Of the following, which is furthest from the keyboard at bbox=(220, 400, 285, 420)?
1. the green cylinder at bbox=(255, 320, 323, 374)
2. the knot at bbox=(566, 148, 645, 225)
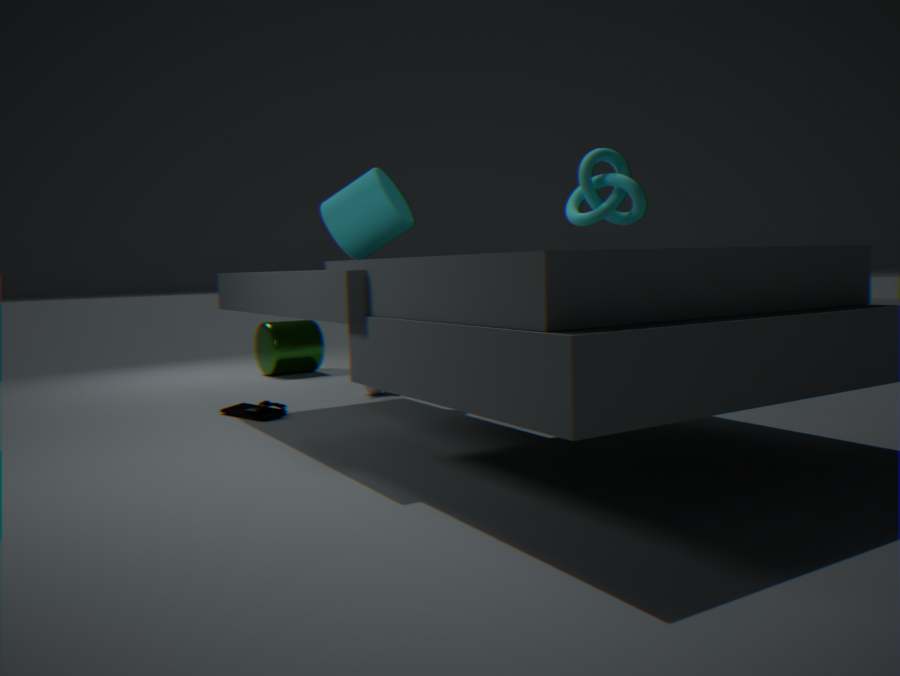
the knot at bbox=(566, 148, 645, 225)
